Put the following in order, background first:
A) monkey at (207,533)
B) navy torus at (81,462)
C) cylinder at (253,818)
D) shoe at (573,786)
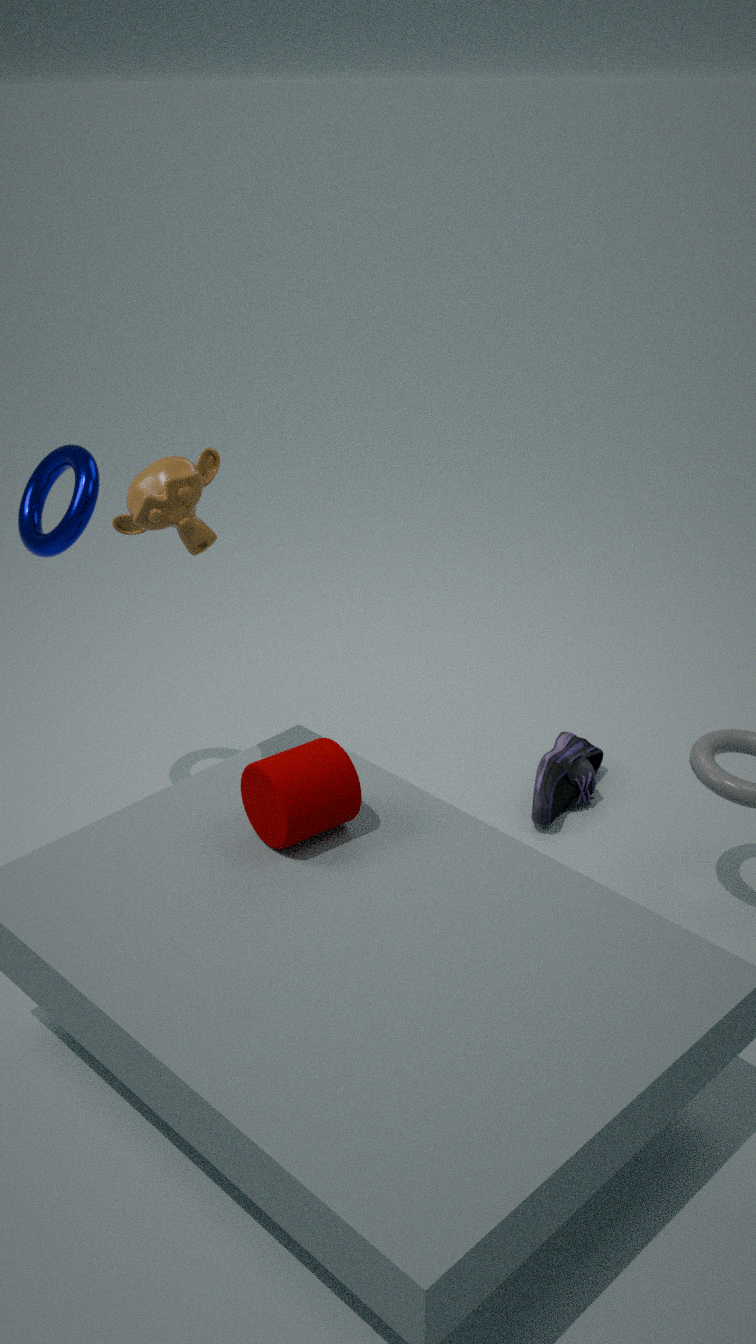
1. shoe at (573,786)
2. navy torus at (81,462)
3. cylinder at (253,818)
4. monkey at (207,533)
